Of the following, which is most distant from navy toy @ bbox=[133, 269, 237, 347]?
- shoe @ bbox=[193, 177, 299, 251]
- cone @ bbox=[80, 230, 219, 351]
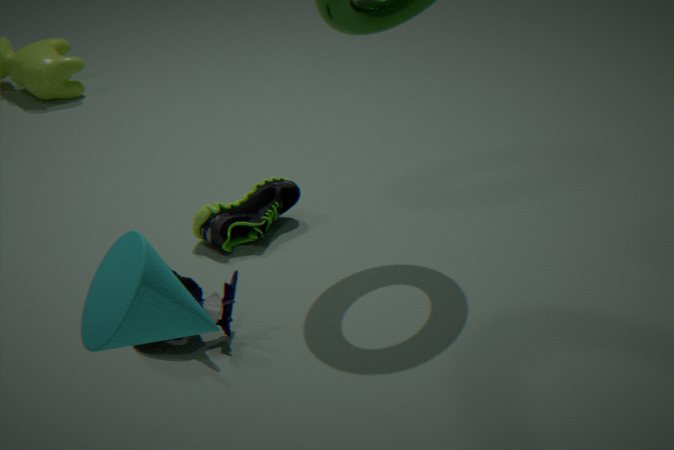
cone @ bbox=[80, 230, 219, 351]
